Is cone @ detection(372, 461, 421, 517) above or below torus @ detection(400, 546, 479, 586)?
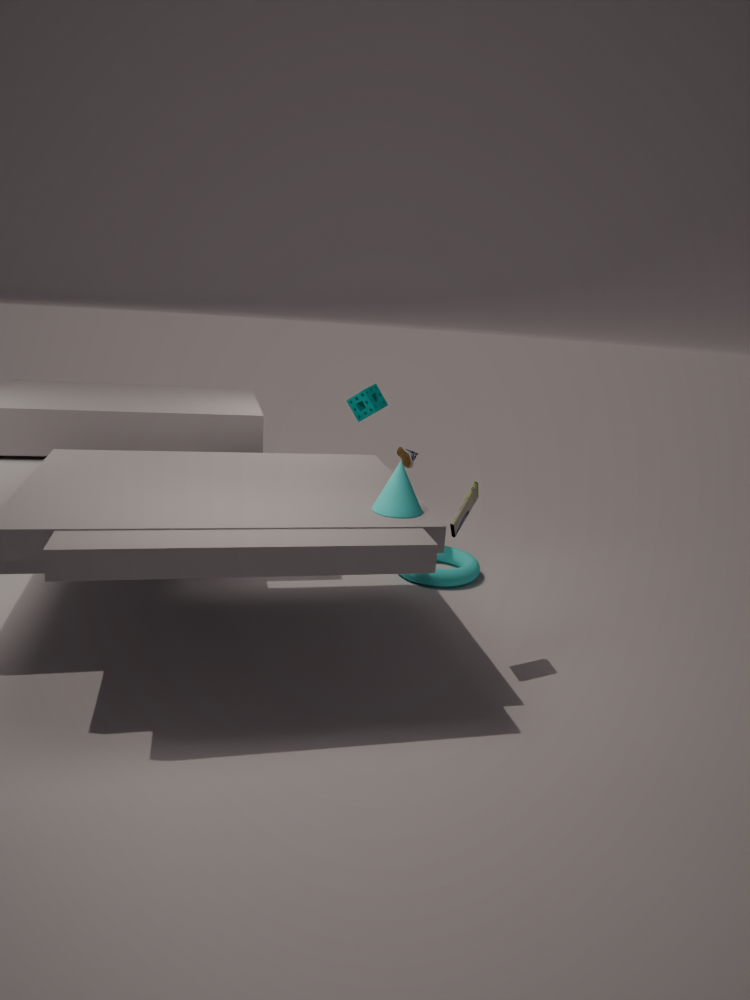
above
